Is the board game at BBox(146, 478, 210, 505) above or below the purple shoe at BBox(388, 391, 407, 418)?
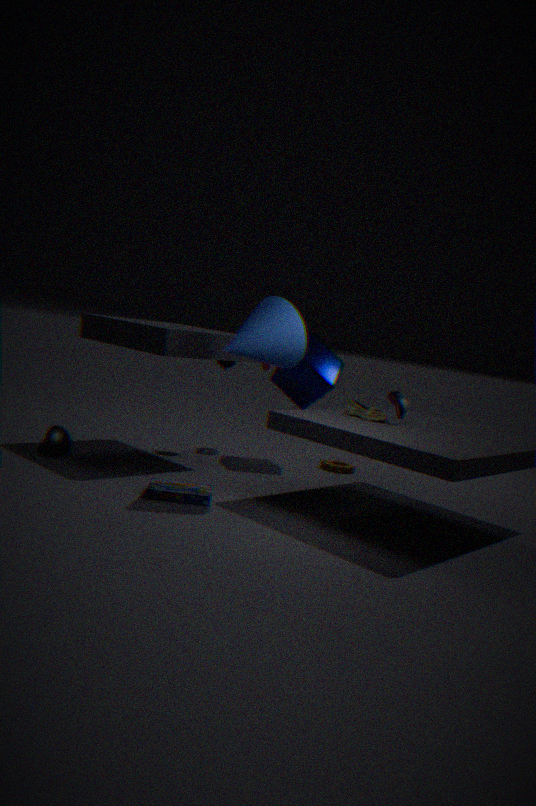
below
